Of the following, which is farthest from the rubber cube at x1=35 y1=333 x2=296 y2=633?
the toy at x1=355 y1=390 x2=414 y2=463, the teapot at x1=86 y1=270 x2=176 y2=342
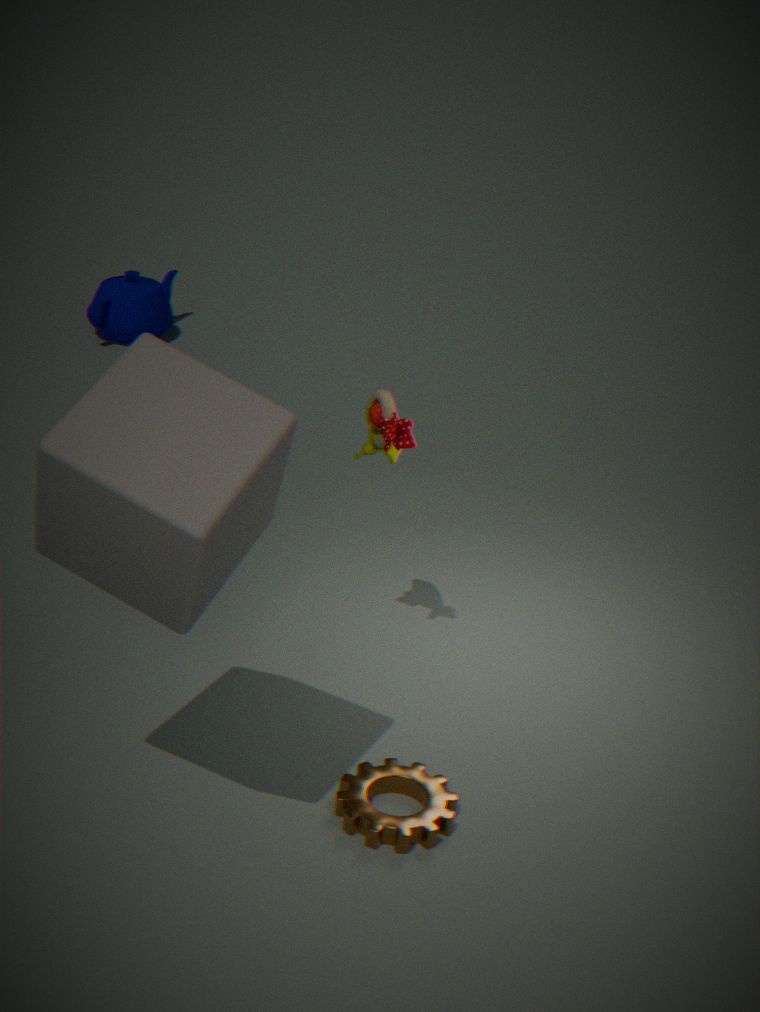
the teapot at x1=86 y1=270 x2=176 y2=342
